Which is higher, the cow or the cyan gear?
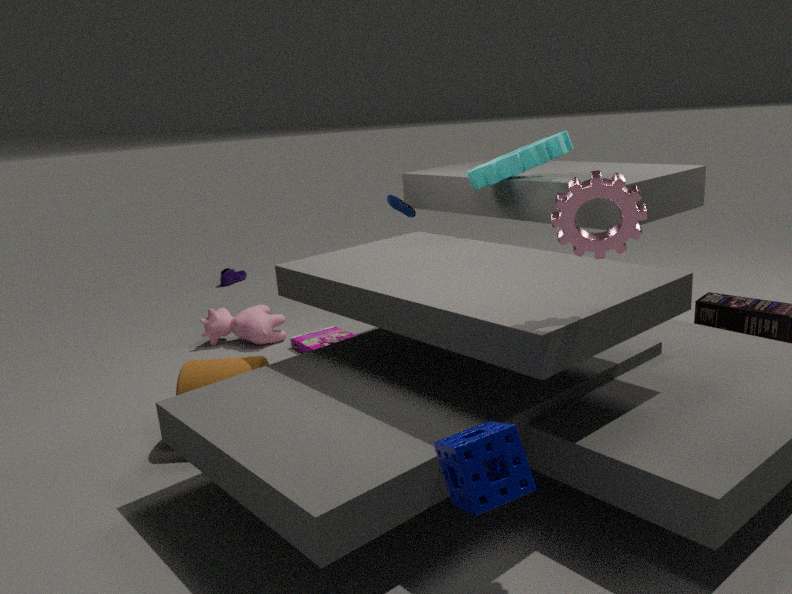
the cyan gear
